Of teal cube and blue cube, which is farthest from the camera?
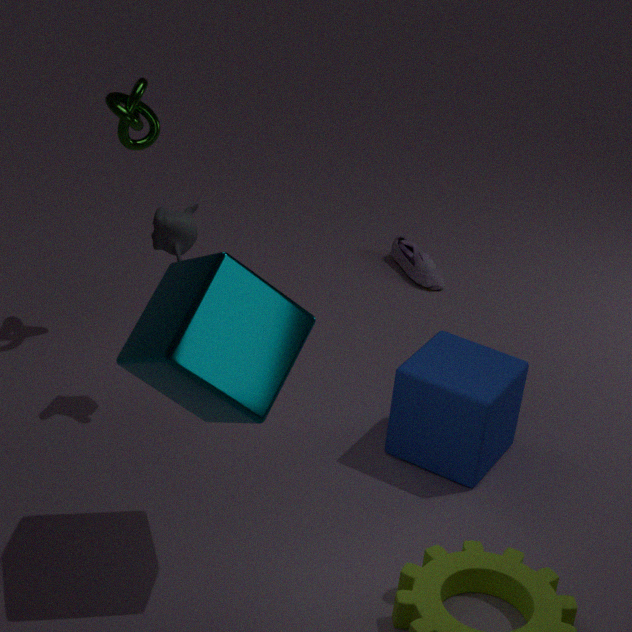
blue cube
